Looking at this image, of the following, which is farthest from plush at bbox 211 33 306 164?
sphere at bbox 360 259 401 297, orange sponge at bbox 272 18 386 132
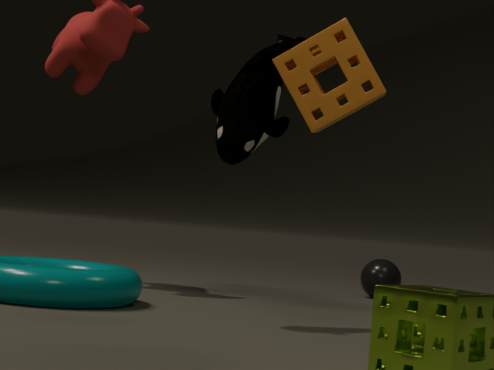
sphere at bbox 360 259 401 297
